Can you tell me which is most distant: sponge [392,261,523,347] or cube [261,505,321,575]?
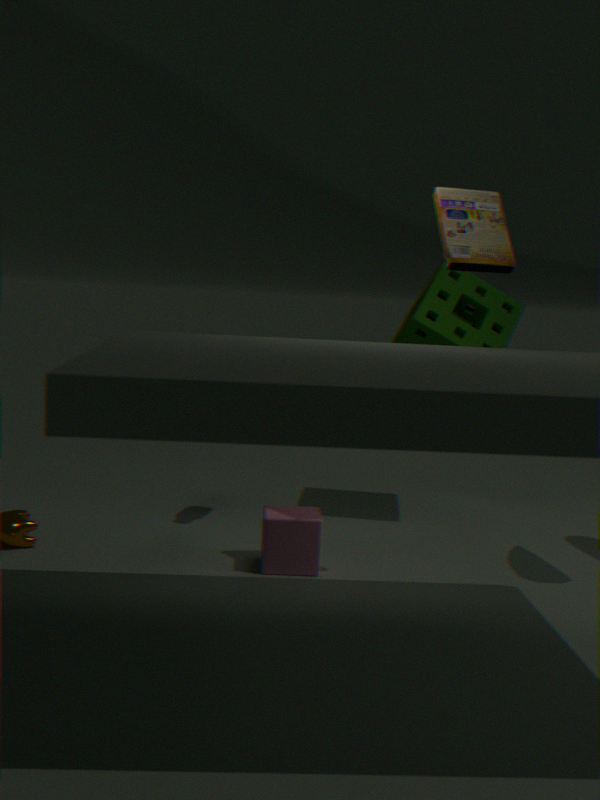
sponge [392,261,523,347]
